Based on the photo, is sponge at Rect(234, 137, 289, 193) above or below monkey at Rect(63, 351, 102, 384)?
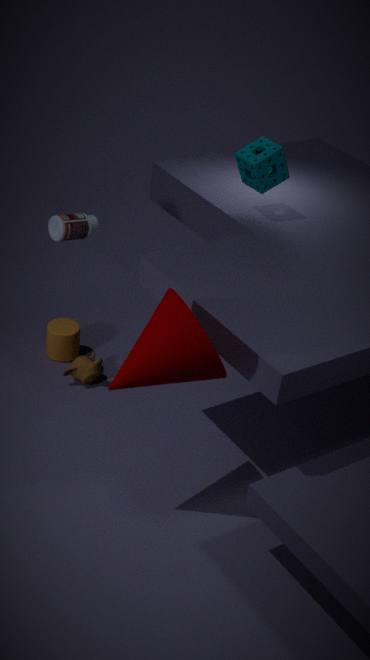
above
